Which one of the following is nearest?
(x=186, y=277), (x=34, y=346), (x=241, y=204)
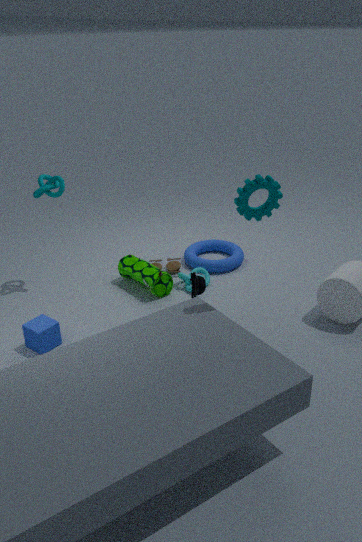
(x=241, y=204)
